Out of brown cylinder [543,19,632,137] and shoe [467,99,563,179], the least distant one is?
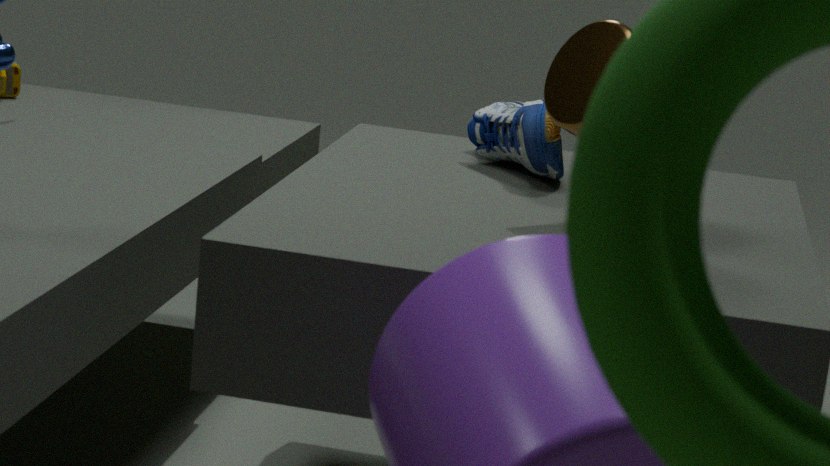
brown cylinder [543,19,632,137]
